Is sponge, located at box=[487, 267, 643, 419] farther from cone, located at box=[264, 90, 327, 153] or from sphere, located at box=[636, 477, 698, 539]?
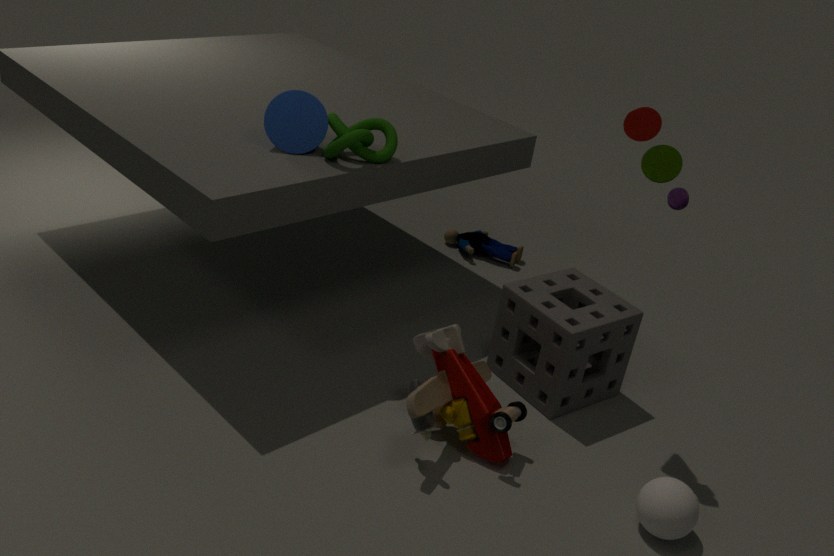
cone, located at box=[264, 90, 327, 153]
